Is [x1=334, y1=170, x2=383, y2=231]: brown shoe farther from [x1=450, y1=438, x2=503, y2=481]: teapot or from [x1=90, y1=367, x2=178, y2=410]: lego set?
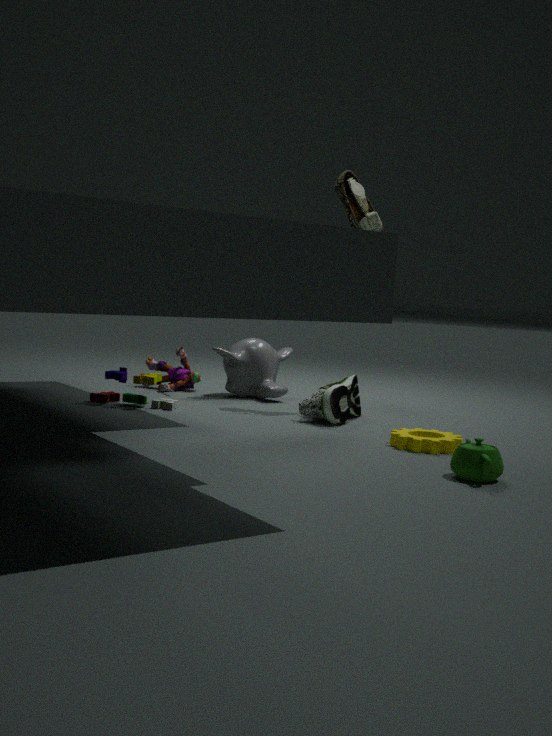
[x1=450, y1=438, x2=503, y2=481]: teapot
